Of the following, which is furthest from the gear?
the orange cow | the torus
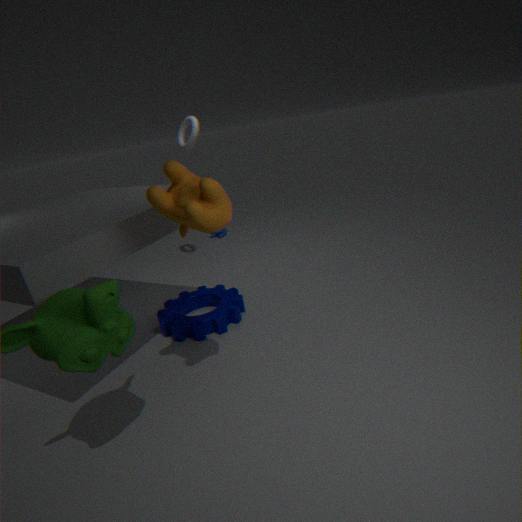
the torus
